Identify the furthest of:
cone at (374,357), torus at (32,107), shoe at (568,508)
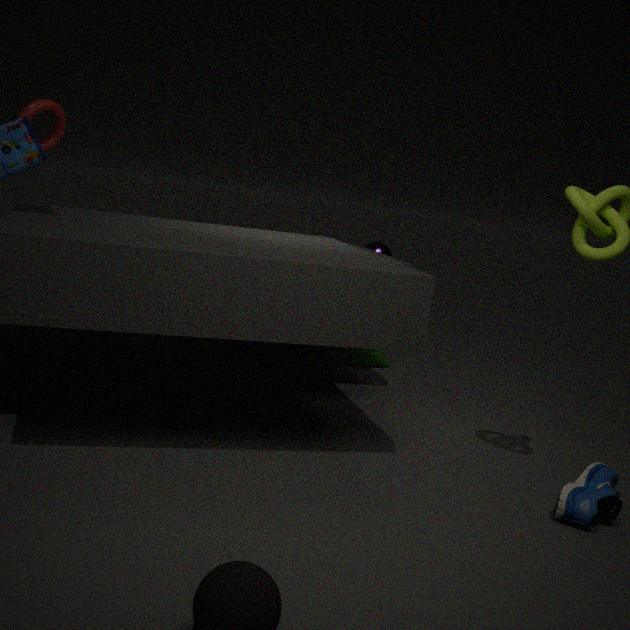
cone at (374,357)
